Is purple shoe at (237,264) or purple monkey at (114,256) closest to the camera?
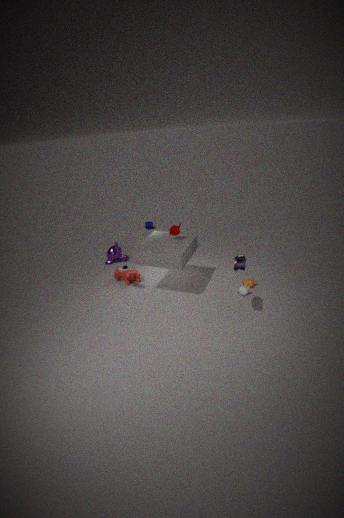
purple shoe at (237,264)
